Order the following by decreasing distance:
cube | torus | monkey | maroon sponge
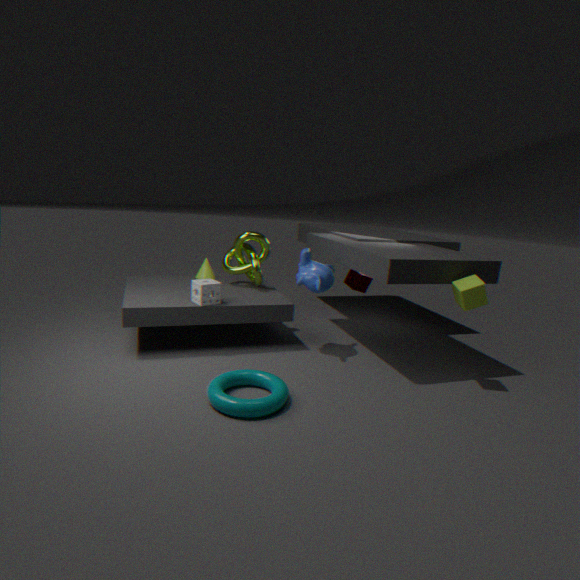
maroon sponge, monkey, cube, torus
